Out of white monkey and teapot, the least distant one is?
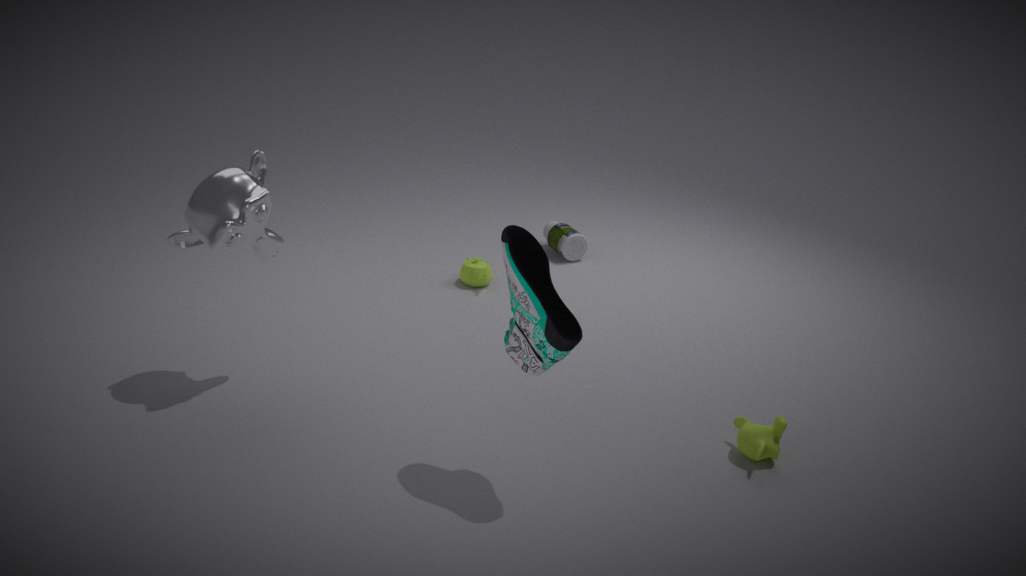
white monkey
